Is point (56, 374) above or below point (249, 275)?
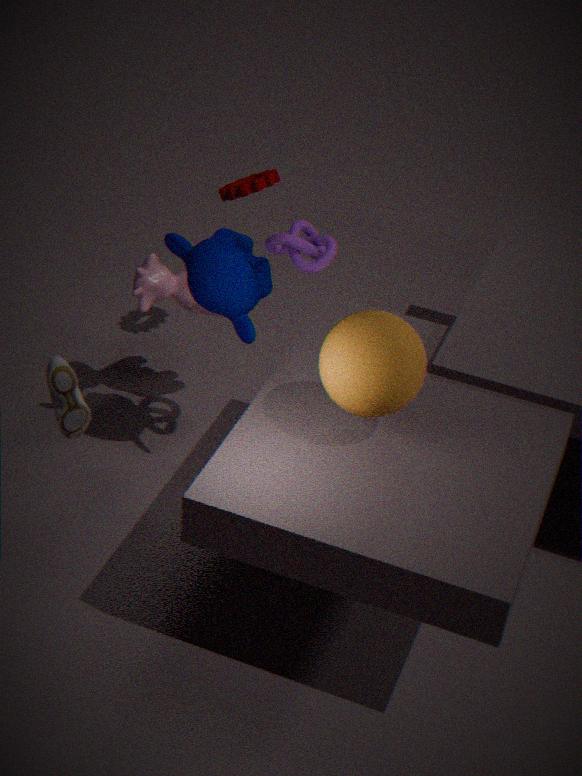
above
